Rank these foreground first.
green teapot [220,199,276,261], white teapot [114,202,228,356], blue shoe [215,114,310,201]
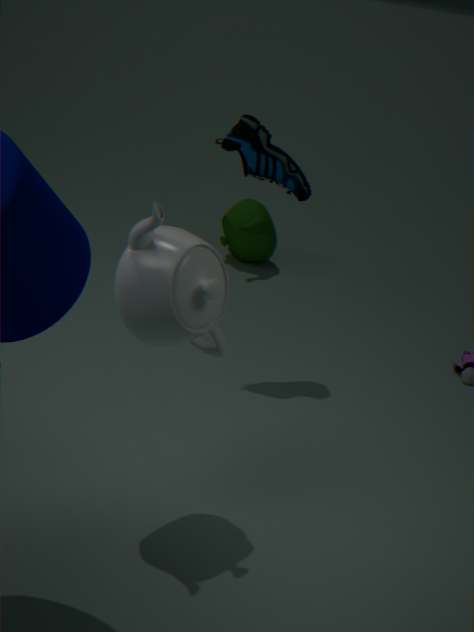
white teapot [114,202,228,356], blue shoe [215,114,310,201], green teapot [220,199,276,261]
